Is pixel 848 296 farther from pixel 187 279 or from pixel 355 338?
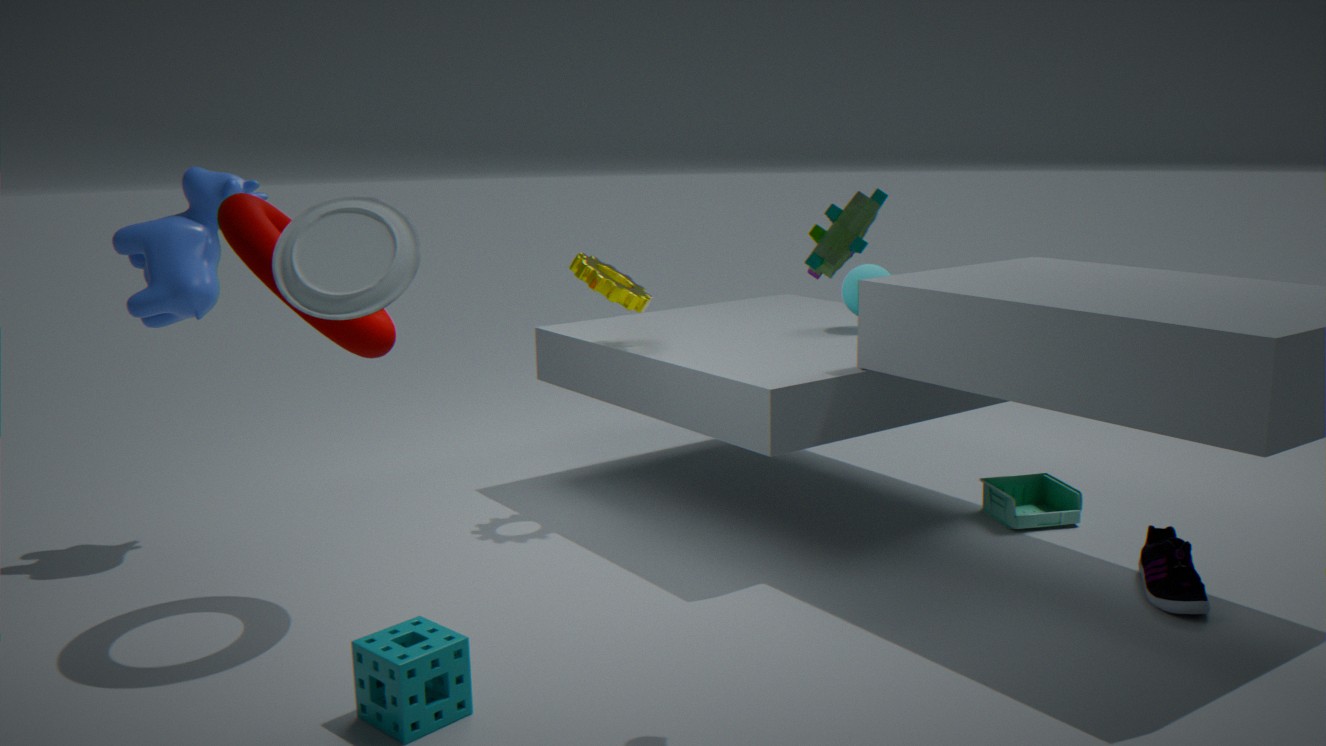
pixel 187 279
